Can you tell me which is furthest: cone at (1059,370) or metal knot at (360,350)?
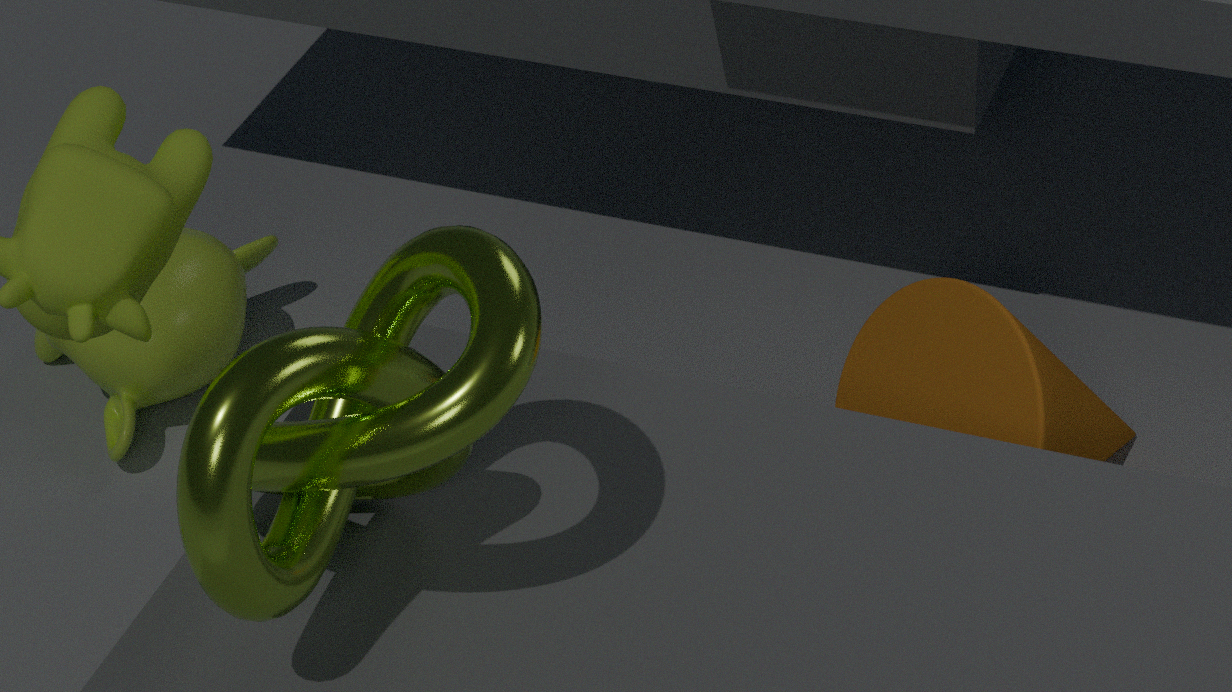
cone at (1059,370)
